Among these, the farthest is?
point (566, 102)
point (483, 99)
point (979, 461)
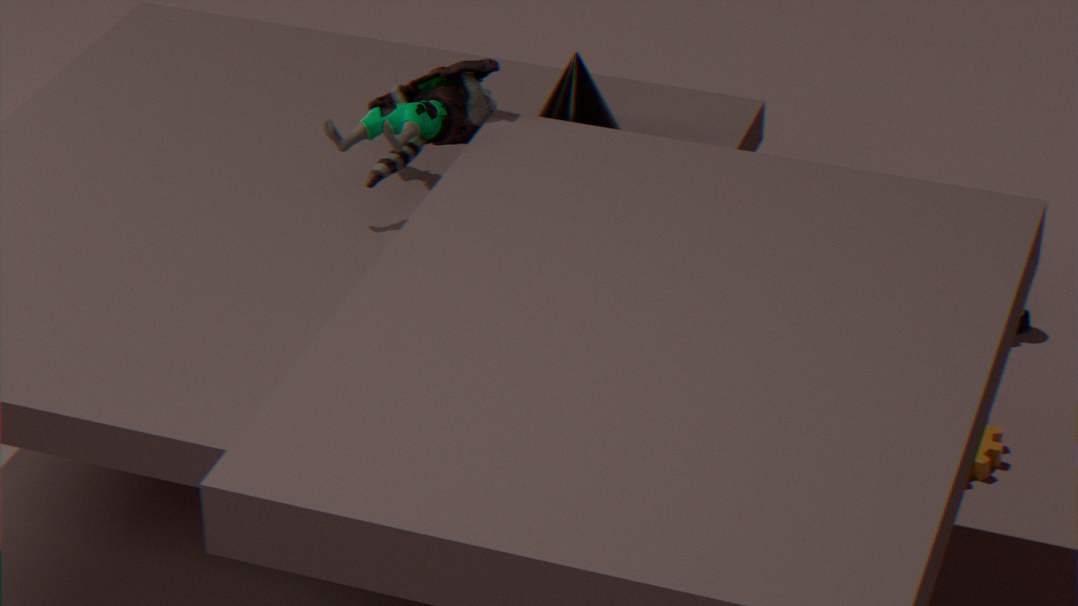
point (566, 102)
